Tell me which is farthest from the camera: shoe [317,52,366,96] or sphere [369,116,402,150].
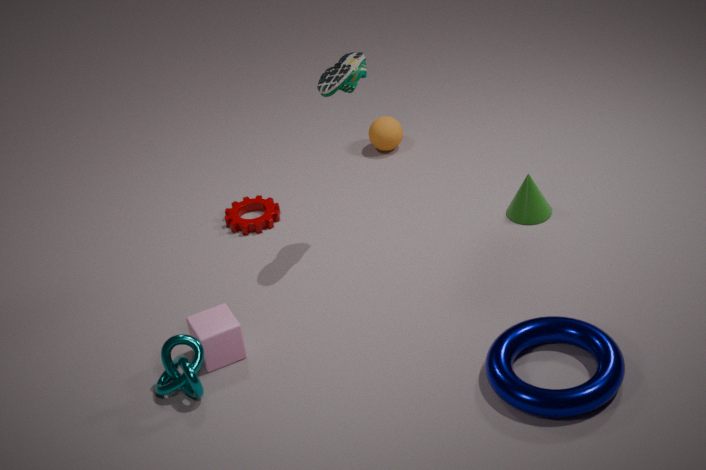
sphere [369,116,402,150]
